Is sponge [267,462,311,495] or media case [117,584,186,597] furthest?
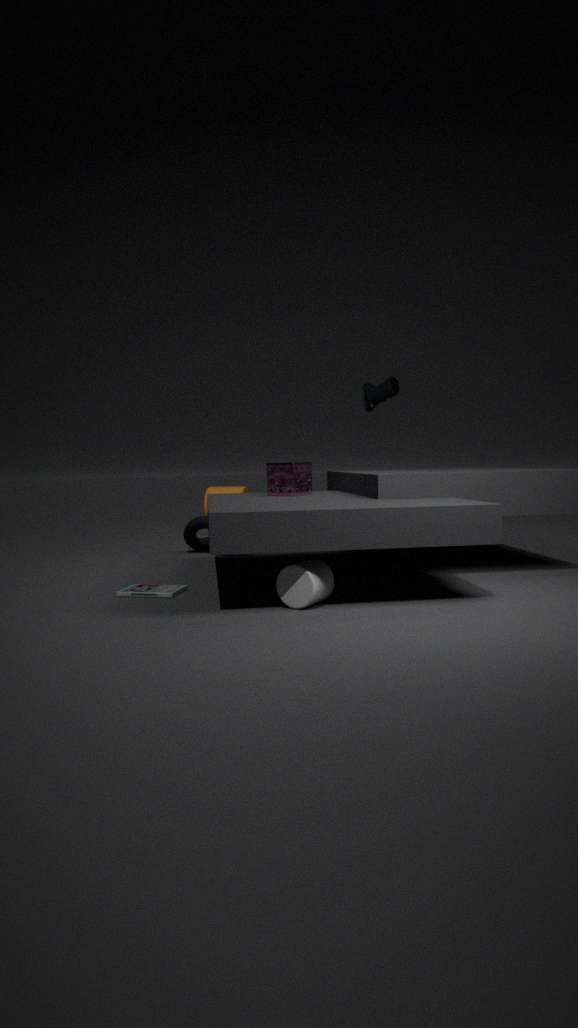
sponge [267,462,311,495]
